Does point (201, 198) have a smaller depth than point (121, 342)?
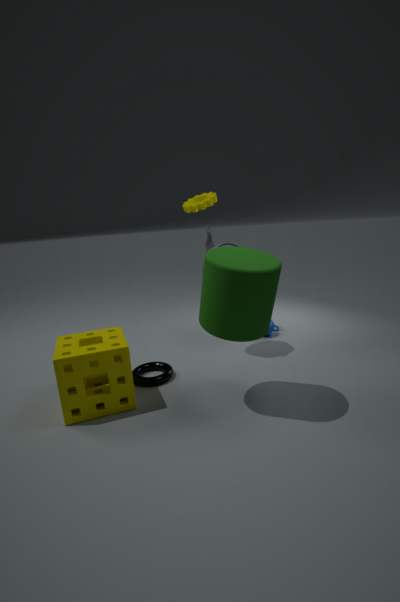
No
